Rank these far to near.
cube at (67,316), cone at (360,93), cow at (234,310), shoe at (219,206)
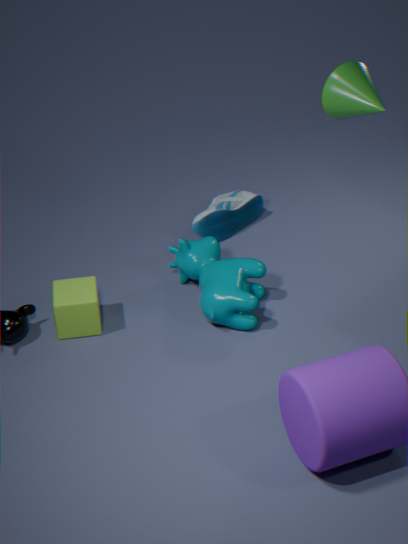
shoe at (219,206) < cow at (234,310) < cube at (67,316) < cone at (360,93)
